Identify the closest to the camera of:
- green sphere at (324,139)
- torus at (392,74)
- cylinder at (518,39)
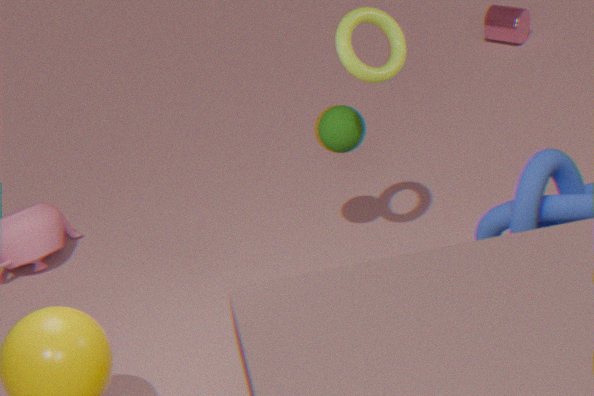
torus at (392,74)
